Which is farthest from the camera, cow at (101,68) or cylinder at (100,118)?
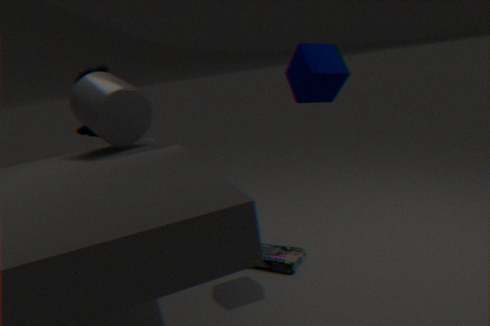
cow at (101,68)
